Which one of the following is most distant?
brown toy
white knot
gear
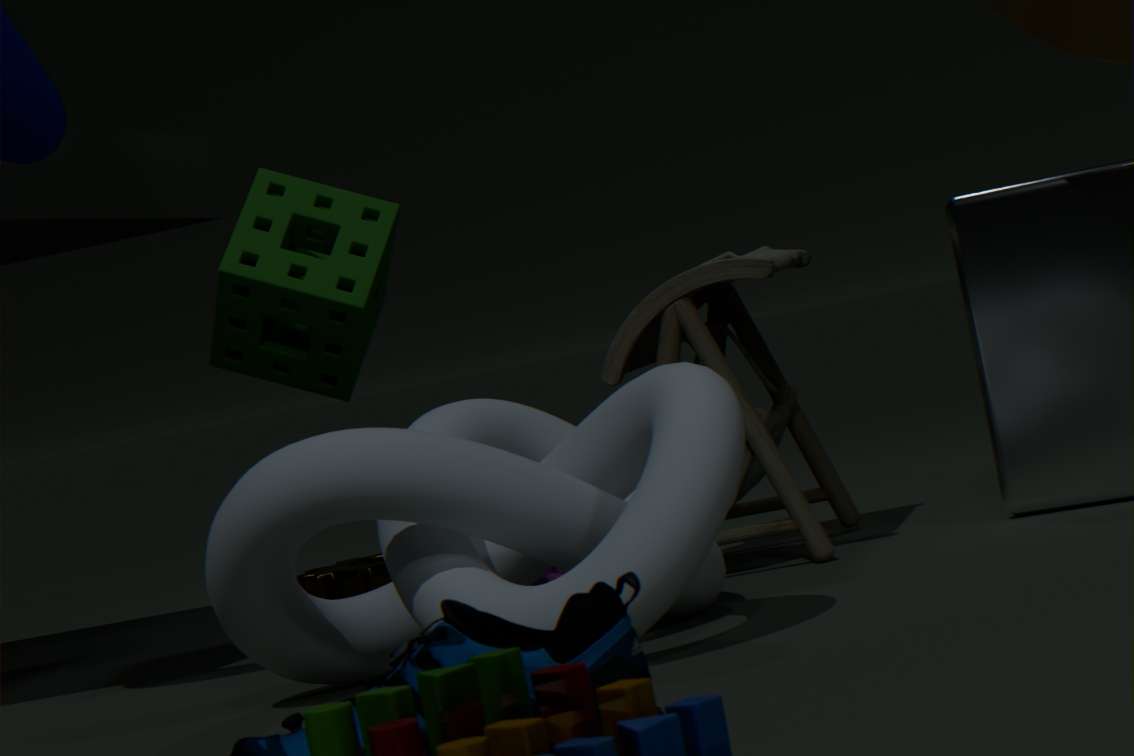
gear
